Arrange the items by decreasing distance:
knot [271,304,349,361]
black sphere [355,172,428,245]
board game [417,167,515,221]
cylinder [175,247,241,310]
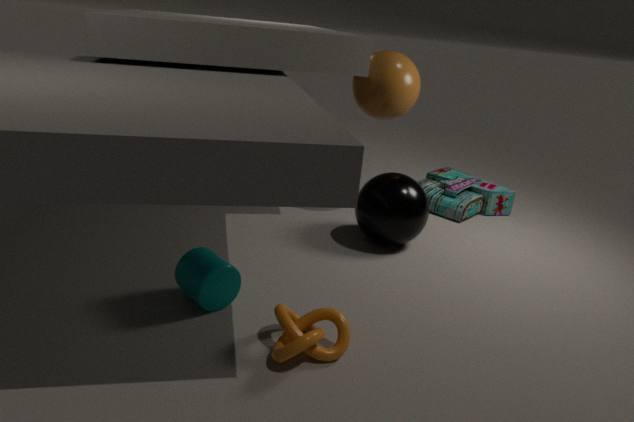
board game [417,167,515,221] → black sphere [355,172,428,245] → cylinder [175,247,241,310] → knot [271,304,349,361]
